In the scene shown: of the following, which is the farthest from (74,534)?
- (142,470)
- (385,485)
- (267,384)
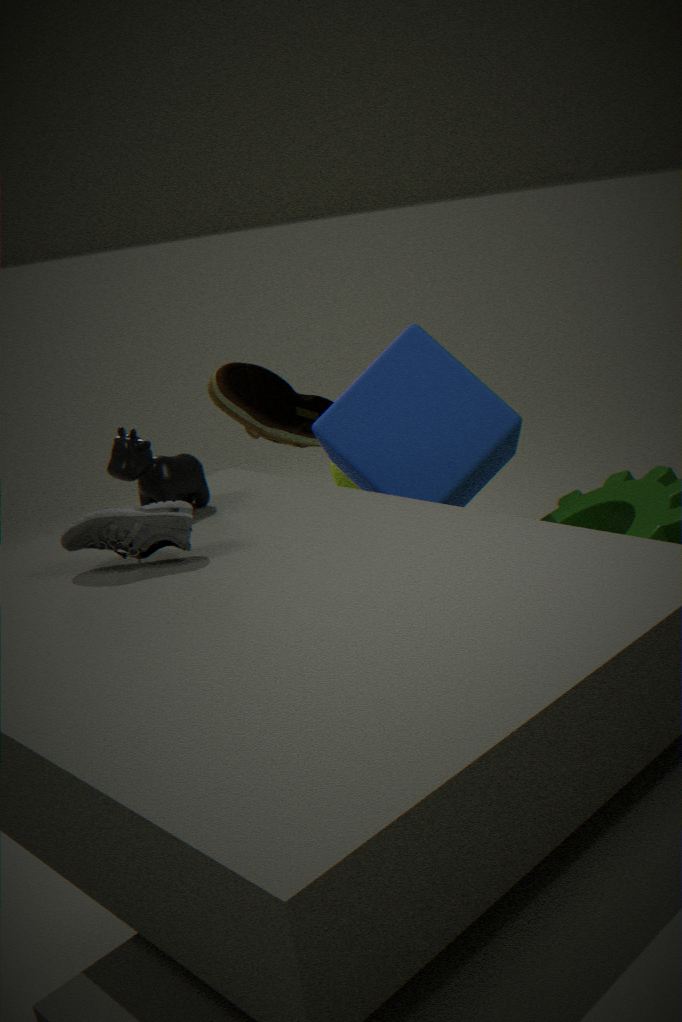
(267,384)
